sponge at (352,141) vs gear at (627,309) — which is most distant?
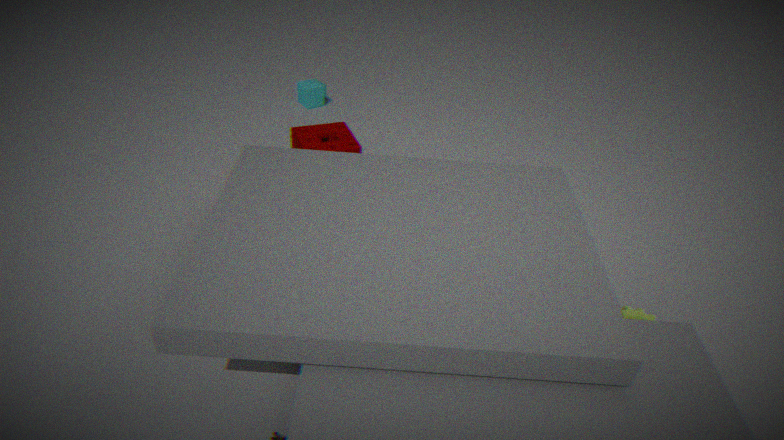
sponge at (352,141)
